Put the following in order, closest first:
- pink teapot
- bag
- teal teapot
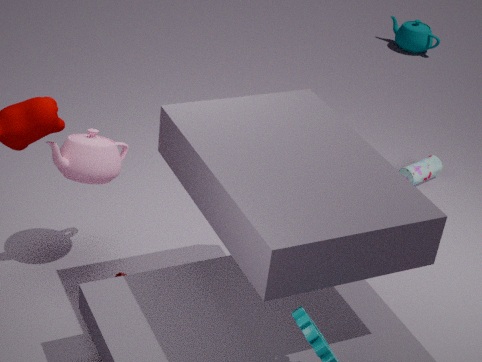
pink teapot → bag → teal teapot
